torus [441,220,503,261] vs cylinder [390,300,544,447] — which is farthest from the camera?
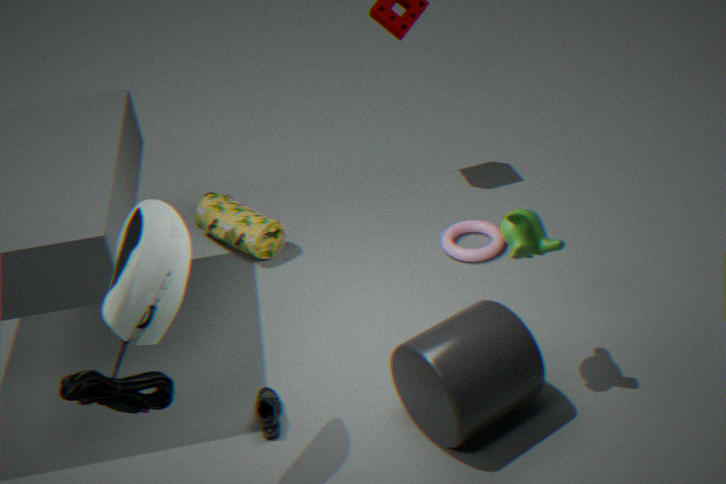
torus [441,220,503,261]
